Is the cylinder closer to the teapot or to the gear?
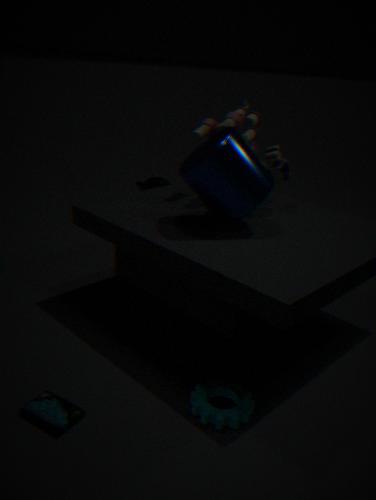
the gear
